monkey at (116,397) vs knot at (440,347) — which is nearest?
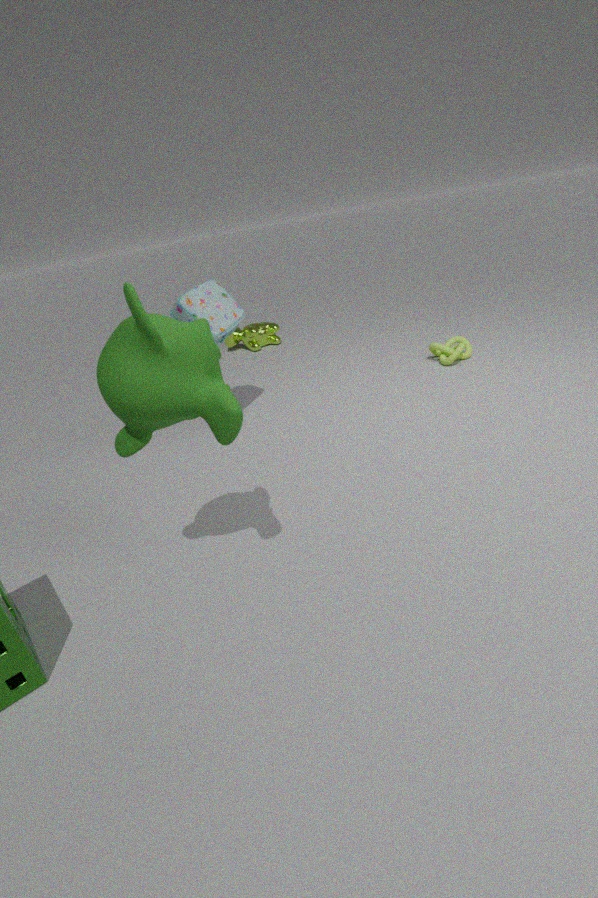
monkey at (116,397)
